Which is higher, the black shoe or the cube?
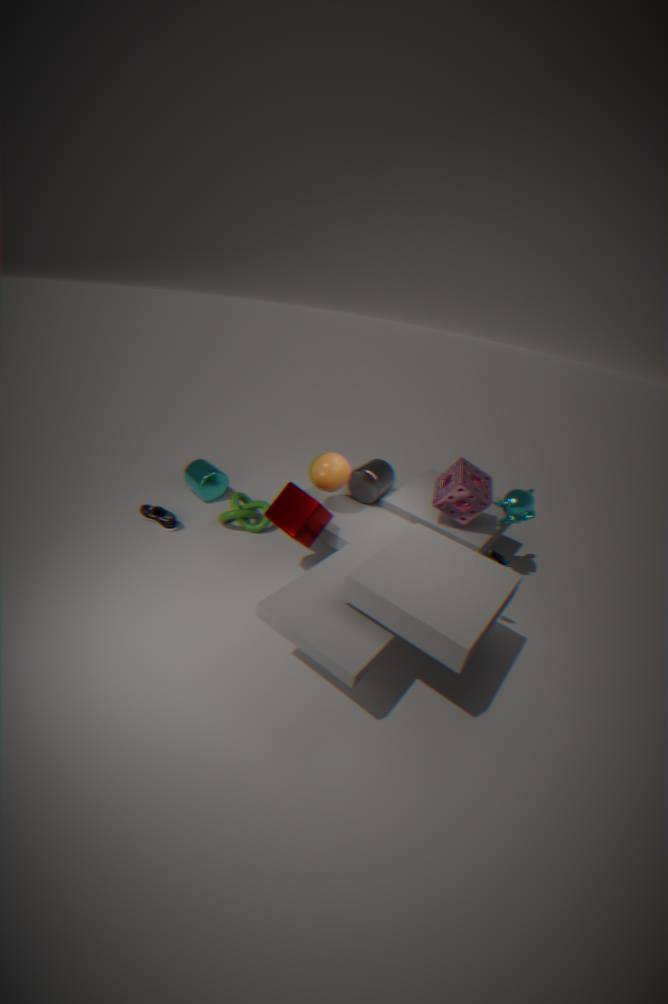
the cube
